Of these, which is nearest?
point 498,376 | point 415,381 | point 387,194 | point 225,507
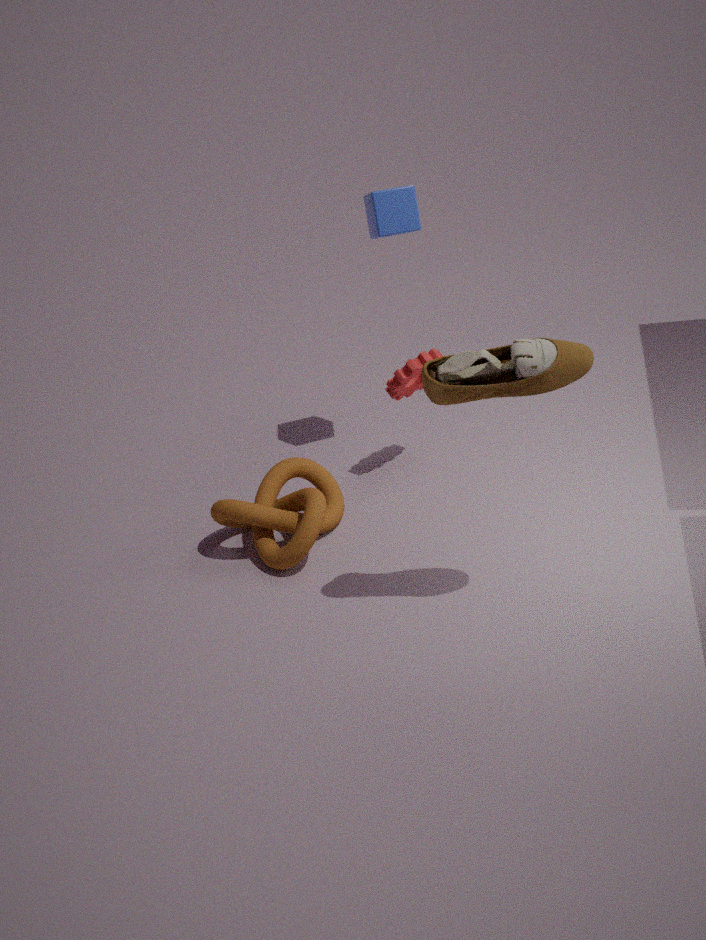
point 498,376
